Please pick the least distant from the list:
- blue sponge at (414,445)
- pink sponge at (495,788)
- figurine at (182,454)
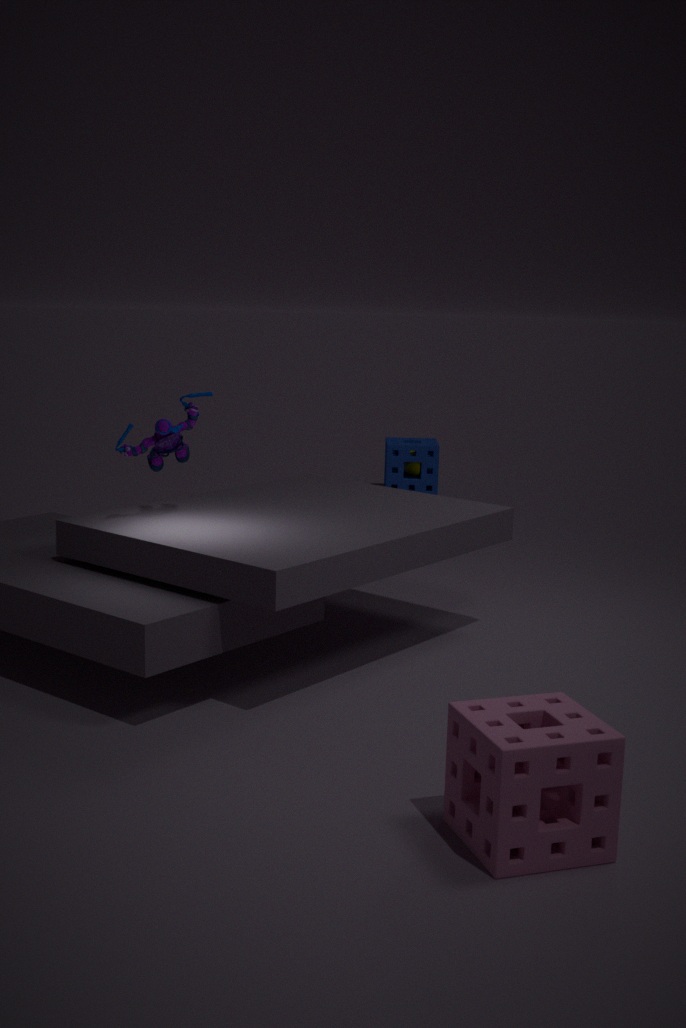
pink sponge at (495,788)
